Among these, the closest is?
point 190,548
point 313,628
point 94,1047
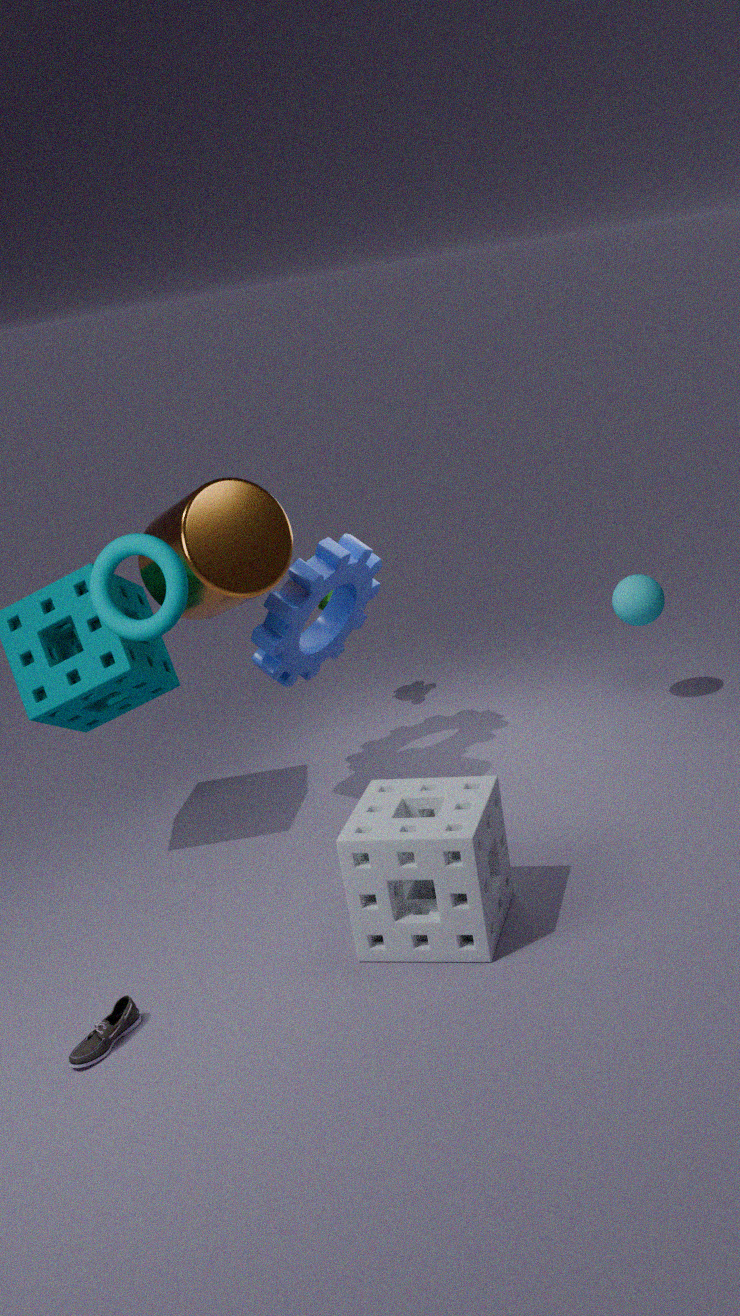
point 94,1047
